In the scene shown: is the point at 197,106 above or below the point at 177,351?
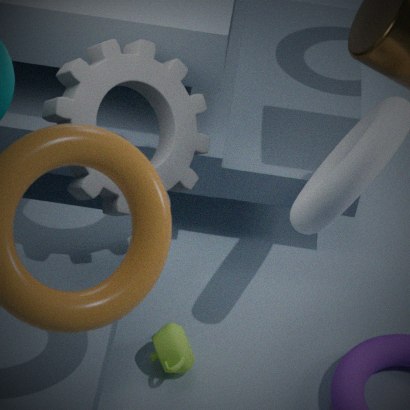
above
